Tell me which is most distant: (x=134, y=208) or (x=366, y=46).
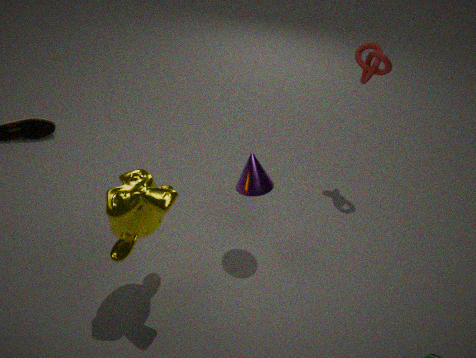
(x=366, y=46)
